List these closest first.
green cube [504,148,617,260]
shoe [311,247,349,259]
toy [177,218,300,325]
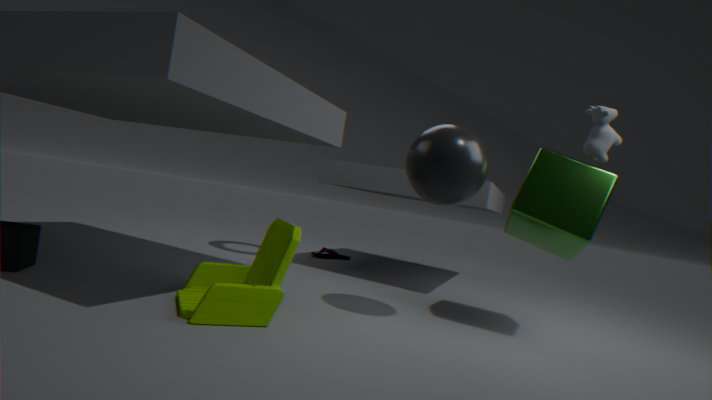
toy [177,218,300,325], green cube [504,148,617,260], shoe [311,247,349,259]
